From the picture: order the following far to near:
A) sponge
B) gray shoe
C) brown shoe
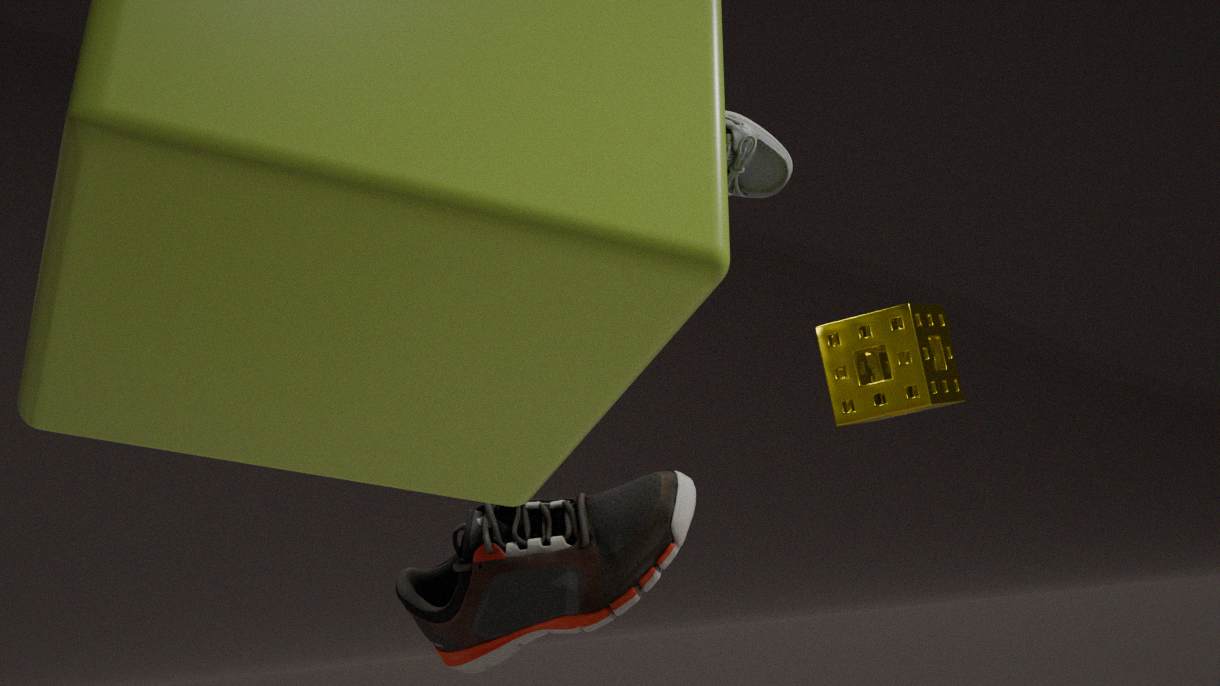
sponge < brown shoe < gray shoe
